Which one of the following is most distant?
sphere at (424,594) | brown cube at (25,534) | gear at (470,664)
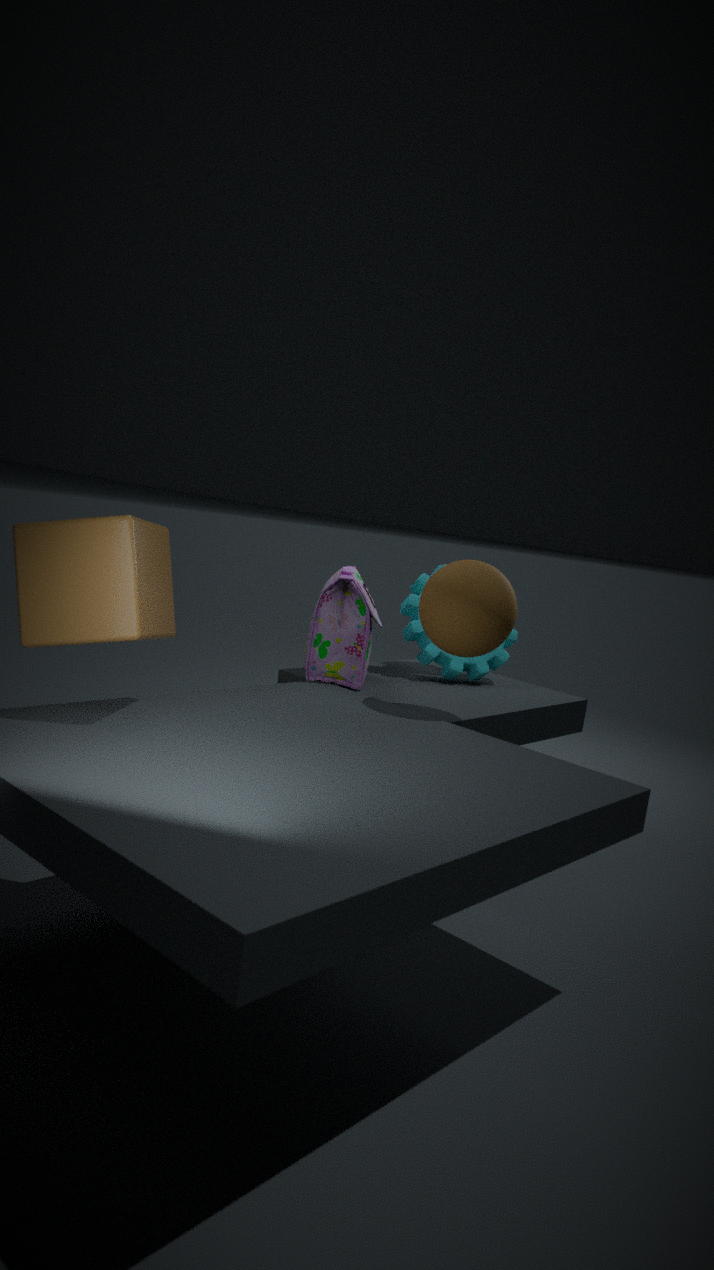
gear at (470,664)
